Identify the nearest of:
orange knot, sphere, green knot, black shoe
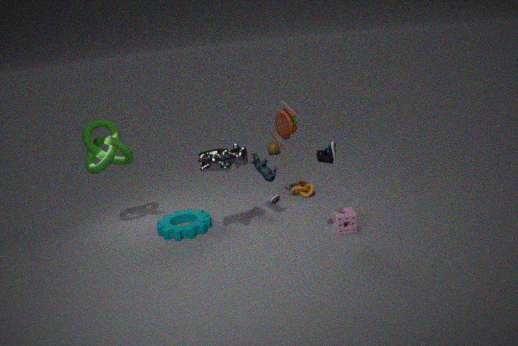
black shoe
